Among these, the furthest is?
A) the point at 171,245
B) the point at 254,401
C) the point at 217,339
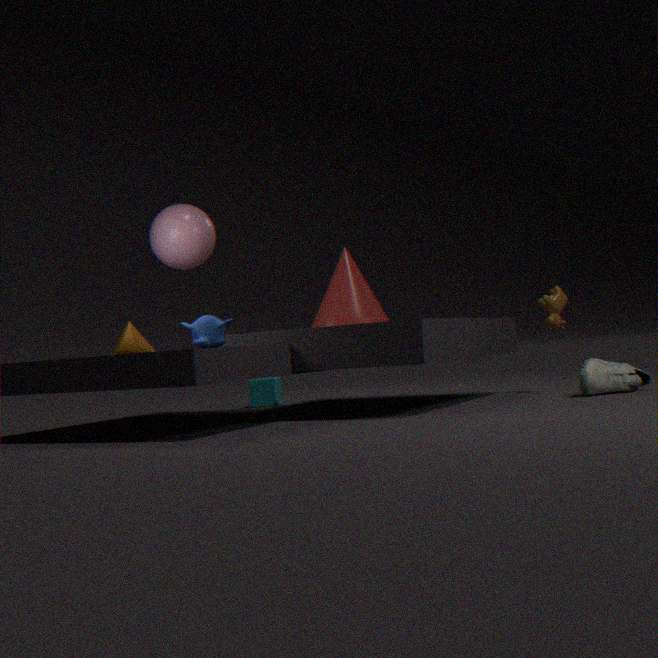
the point at 254,401
